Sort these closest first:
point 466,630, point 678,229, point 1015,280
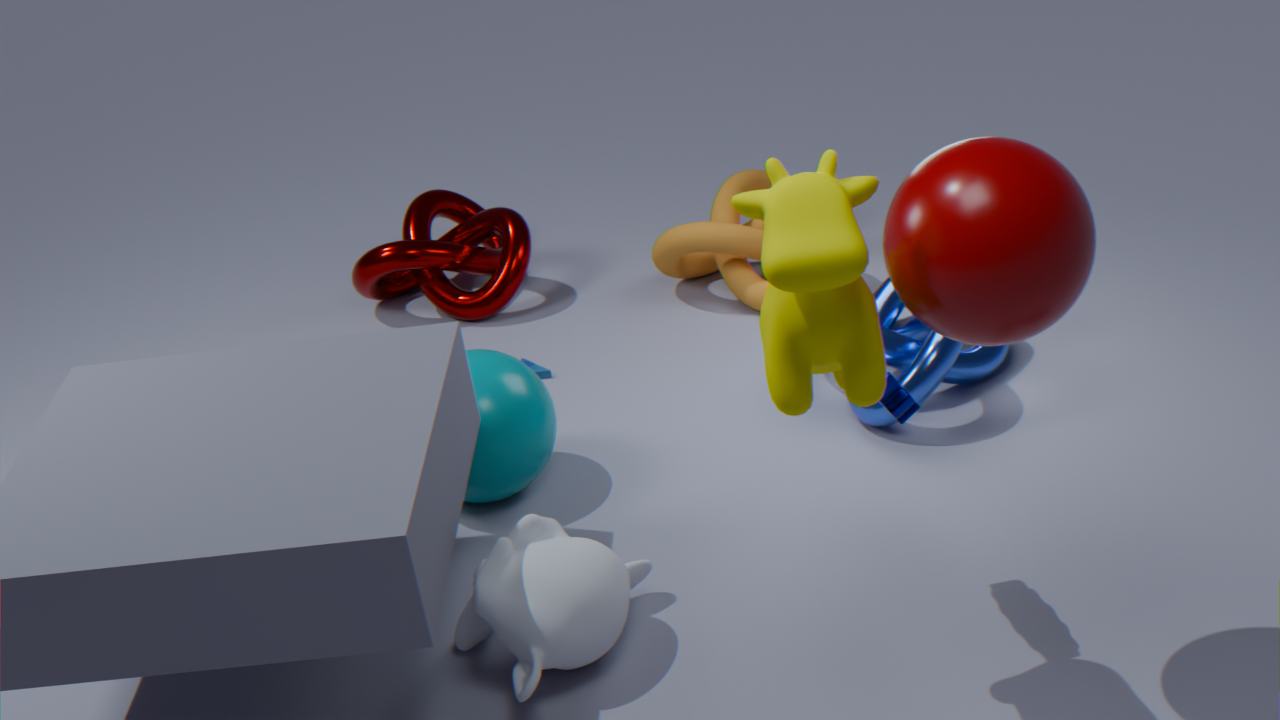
1. point 1015,280
2. point 466,630
3. point 678,229
